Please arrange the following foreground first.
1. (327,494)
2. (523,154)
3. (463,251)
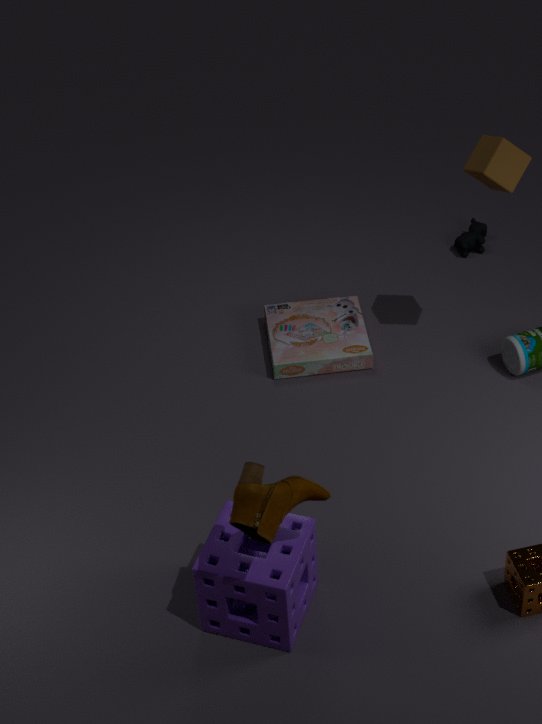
(327,494) < (523,154) < (463,251)
